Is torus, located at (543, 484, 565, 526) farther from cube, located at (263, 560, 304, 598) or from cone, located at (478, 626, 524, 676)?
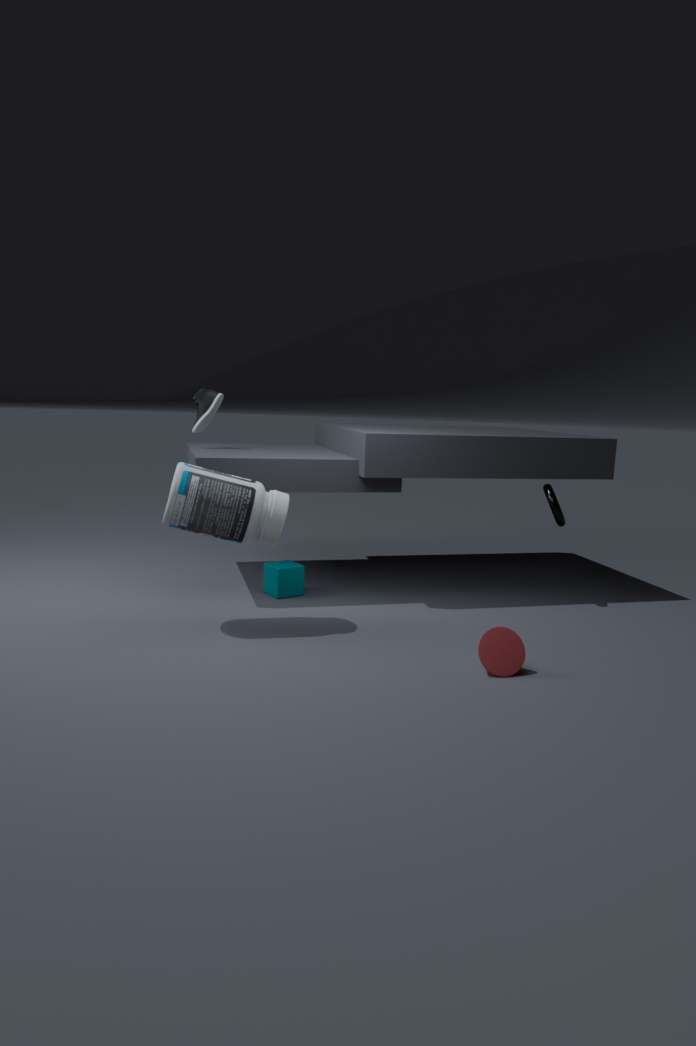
cube, located at (263, 560, 304, 598)
